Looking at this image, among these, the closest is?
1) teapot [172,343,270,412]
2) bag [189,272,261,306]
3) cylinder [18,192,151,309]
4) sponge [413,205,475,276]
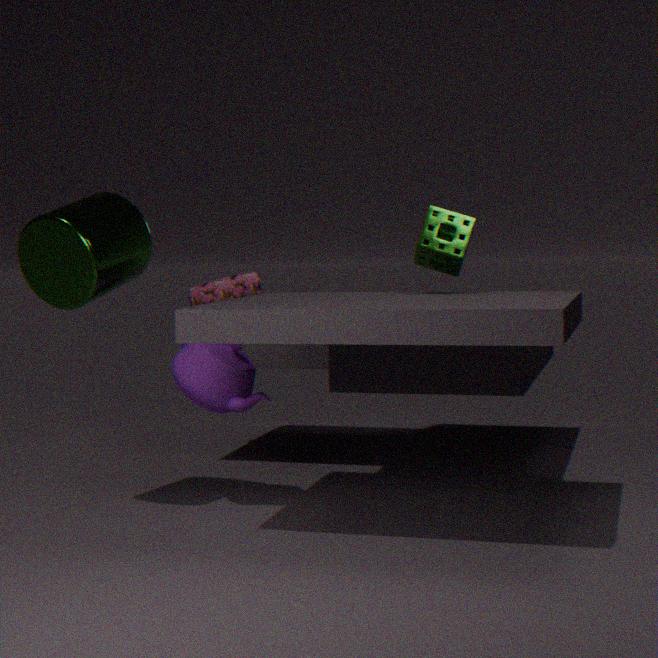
3. cylinder [18,192,151,309]
